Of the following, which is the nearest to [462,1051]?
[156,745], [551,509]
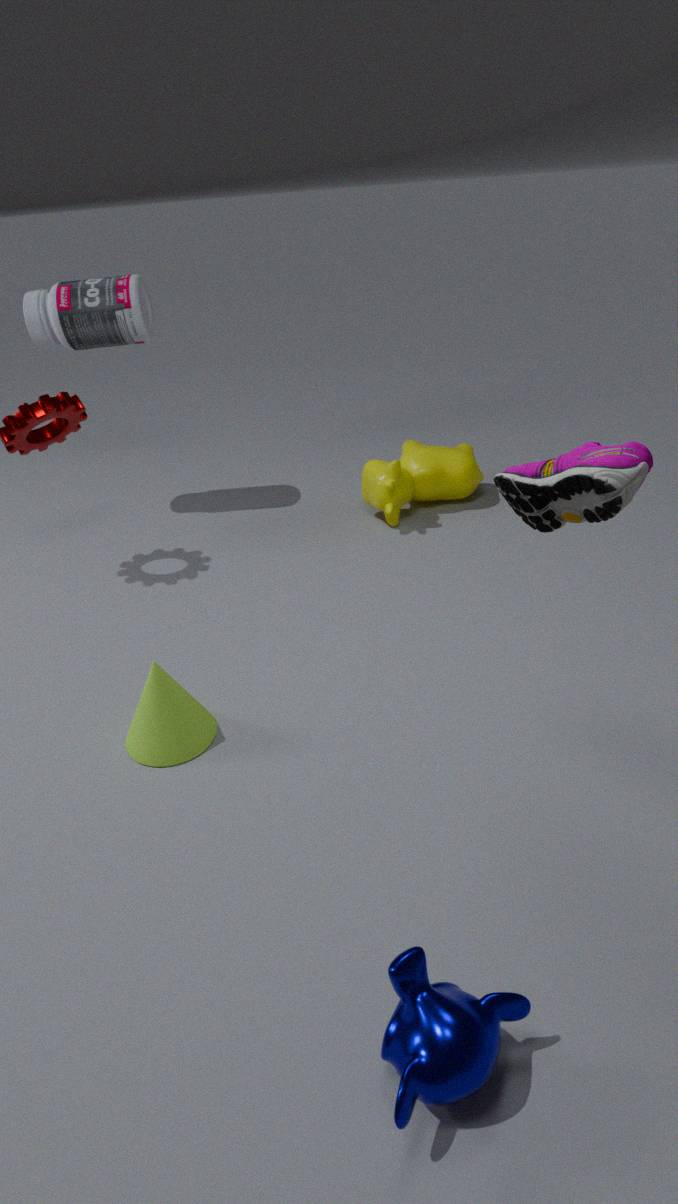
[551,509]
